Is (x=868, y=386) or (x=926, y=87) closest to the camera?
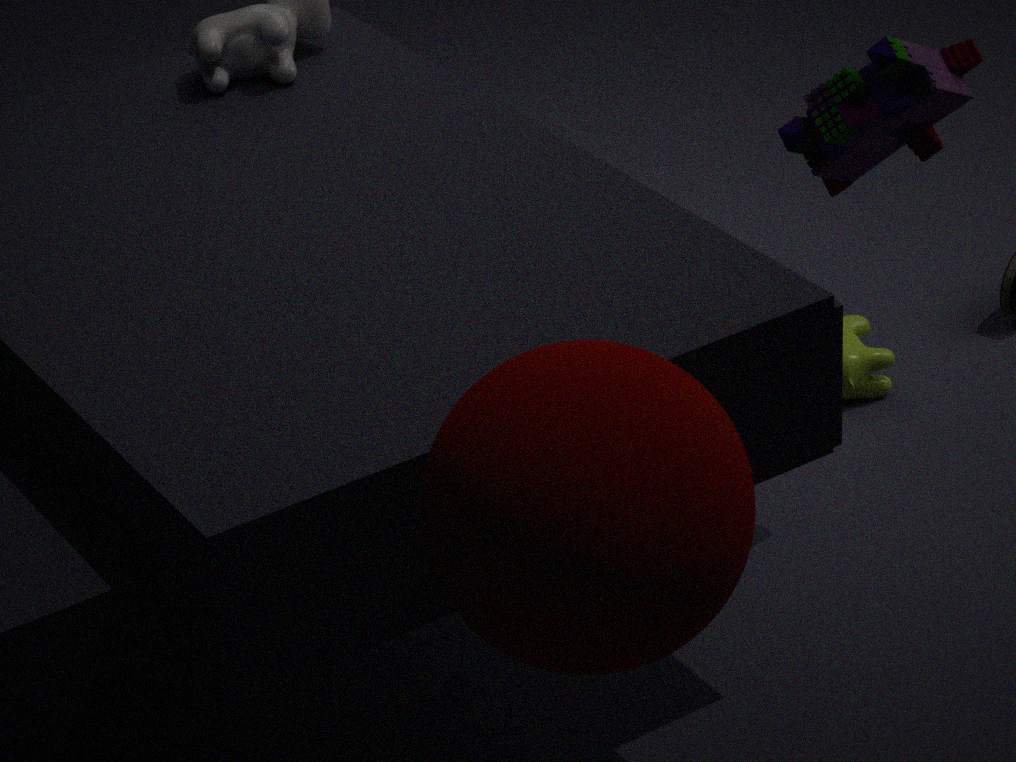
(x=926, y=87)
